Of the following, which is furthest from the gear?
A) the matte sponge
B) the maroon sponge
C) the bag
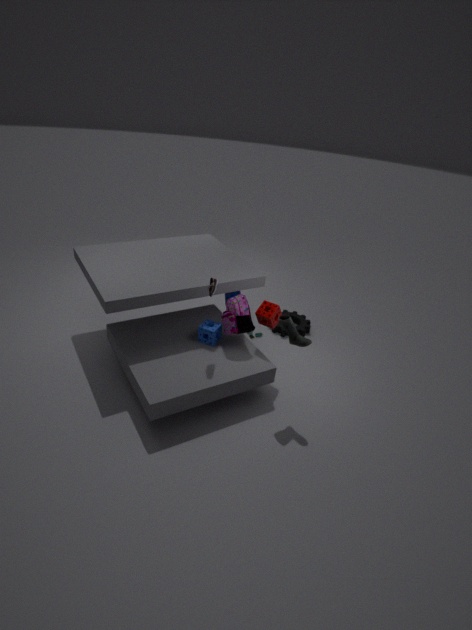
the matte sponge
